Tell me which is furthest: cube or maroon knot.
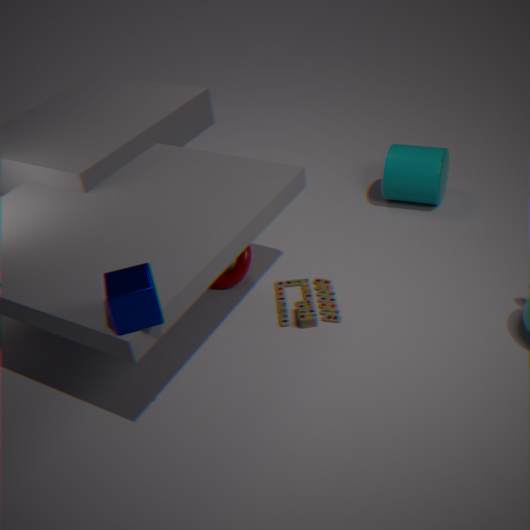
maroon knot
